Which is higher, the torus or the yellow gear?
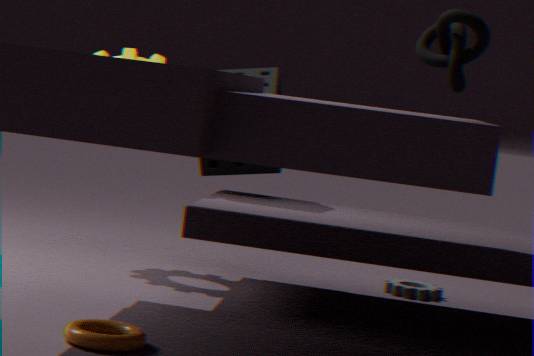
the yellow gear
